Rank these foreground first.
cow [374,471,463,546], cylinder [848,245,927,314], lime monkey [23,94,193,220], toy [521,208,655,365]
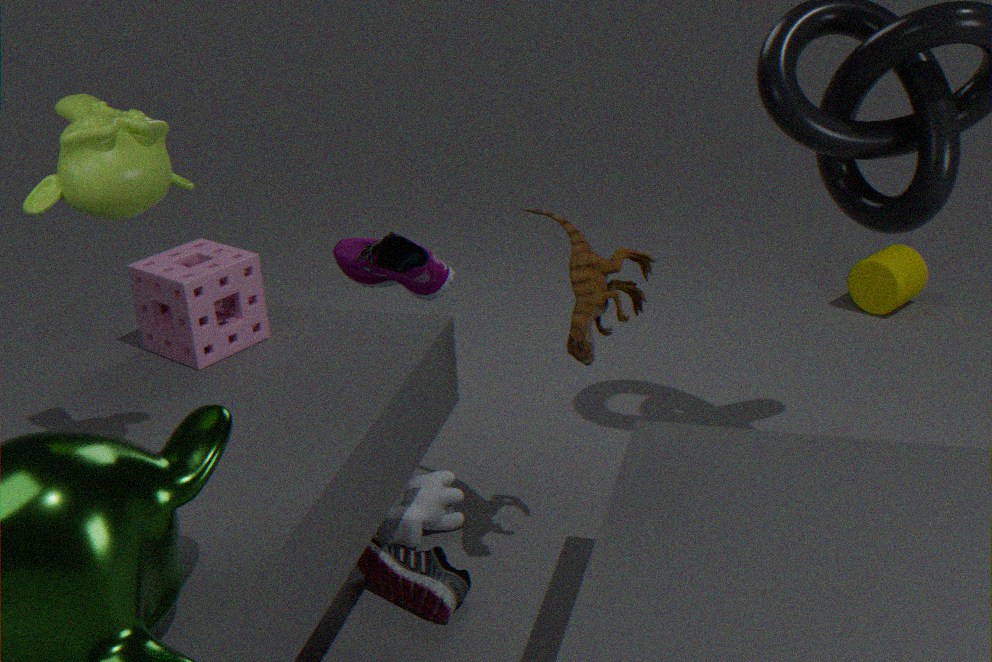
1. lime monkey [23,94,193,220]
2. toy [521,208,655,365]
3. cow [374,471,463,546]
4. cylinder [848,245,927,314]
